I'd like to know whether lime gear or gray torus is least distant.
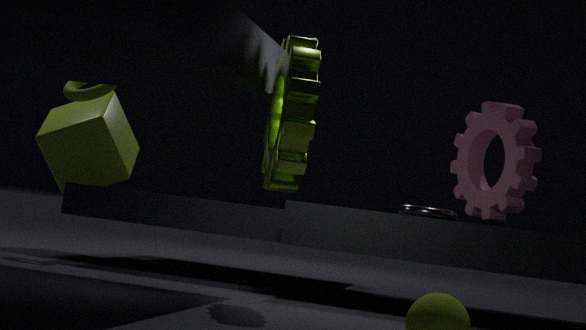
lime gear
